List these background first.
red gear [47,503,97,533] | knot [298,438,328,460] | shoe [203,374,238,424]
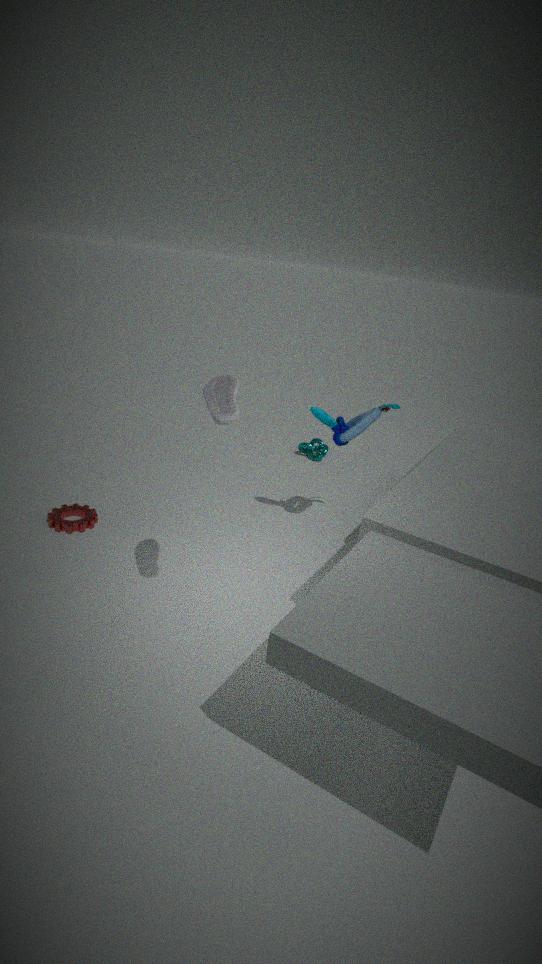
1. knot [298,438,328,460]
2. red gear [47,503,97,533]
3. shoe [203,374,238,424]
